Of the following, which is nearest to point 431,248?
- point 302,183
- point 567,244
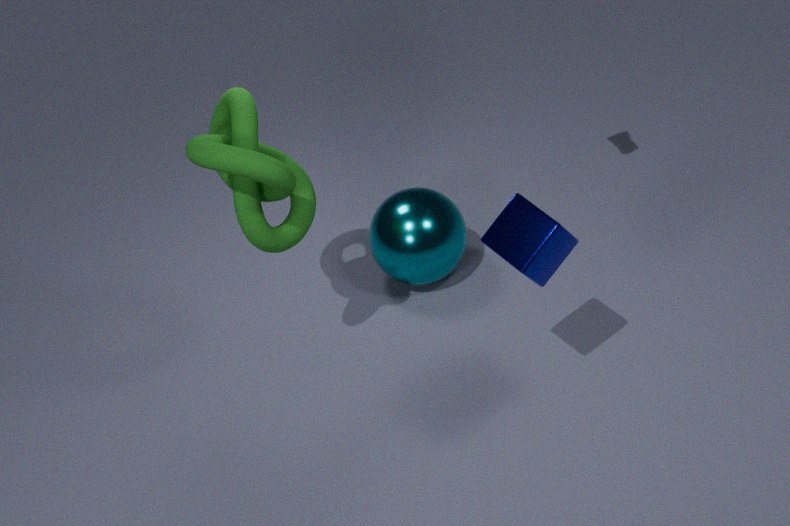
point 302,183
